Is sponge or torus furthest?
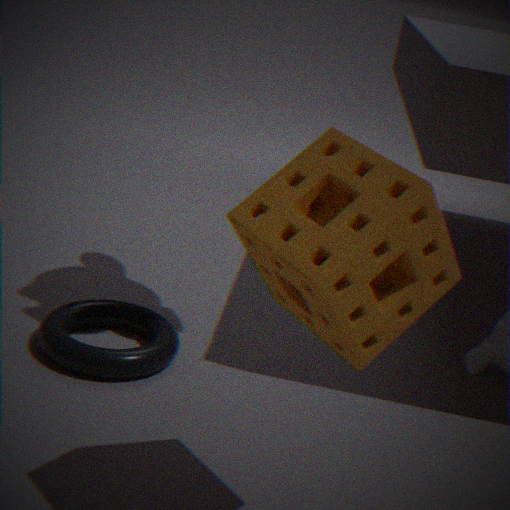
torus
